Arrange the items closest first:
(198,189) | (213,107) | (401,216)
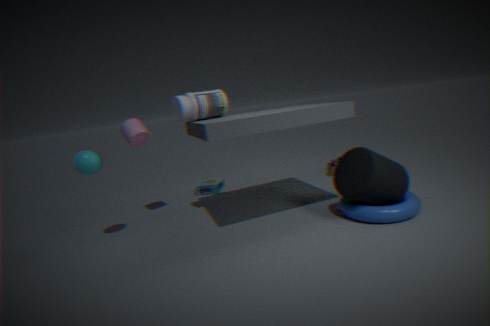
(401,216) → (213,107) → (198,189)
